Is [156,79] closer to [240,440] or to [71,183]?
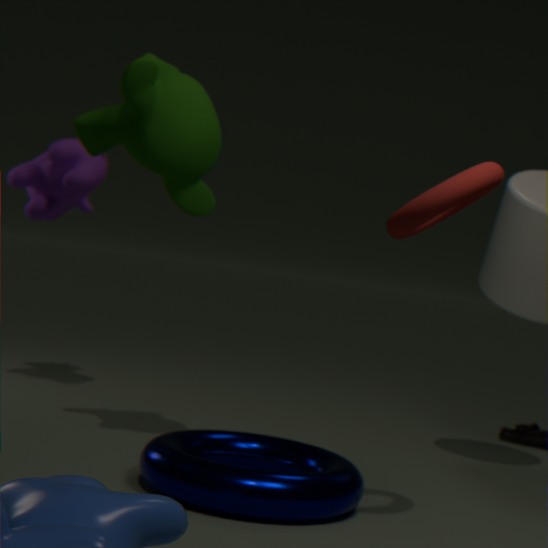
[240,440]
